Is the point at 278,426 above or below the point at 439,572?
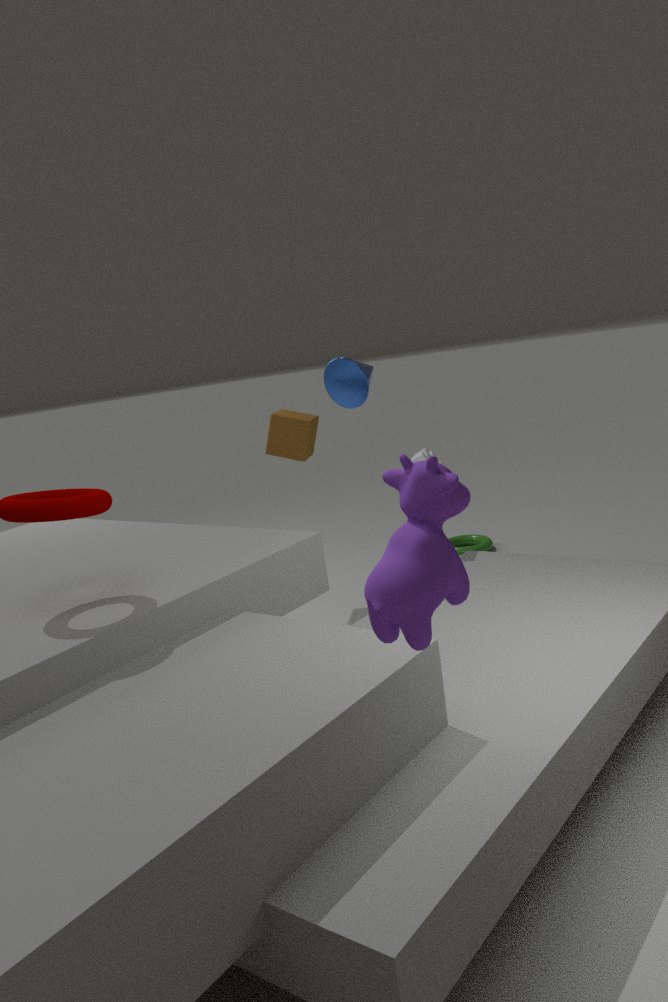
below
